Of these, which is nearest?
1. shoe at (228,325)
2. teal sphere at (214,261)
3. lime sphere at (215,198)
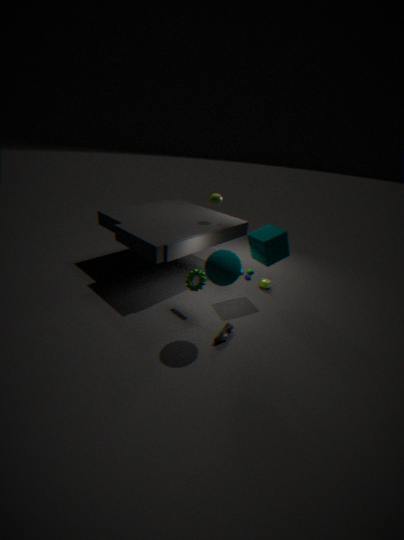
teal sphere at (214,261)
